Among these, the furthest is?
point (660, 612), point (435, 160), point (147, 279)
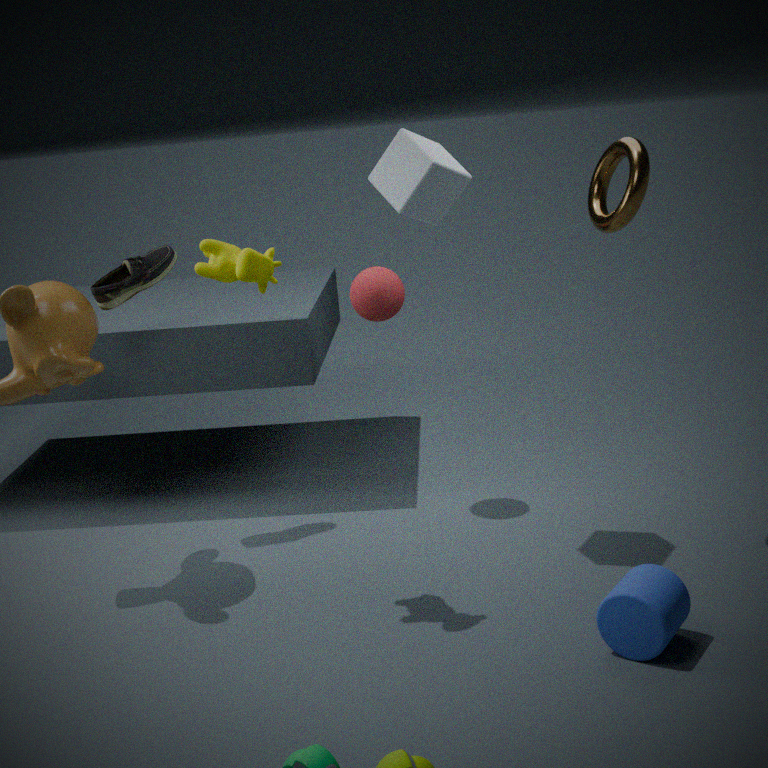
point (147, 279)
